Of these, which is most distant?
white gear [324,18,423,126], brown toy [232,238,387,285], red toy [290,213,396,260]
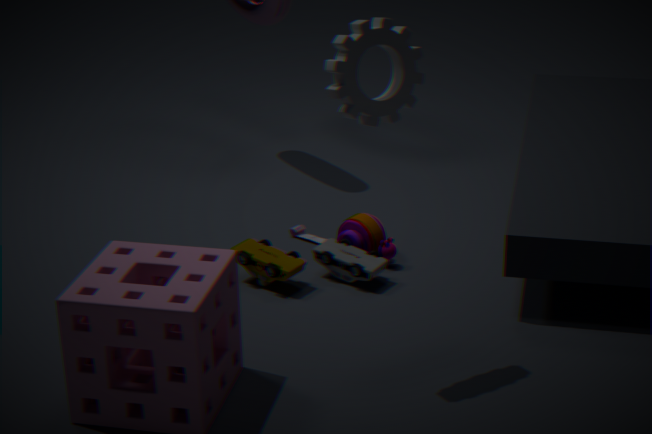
red toy [290,213,396,260]
